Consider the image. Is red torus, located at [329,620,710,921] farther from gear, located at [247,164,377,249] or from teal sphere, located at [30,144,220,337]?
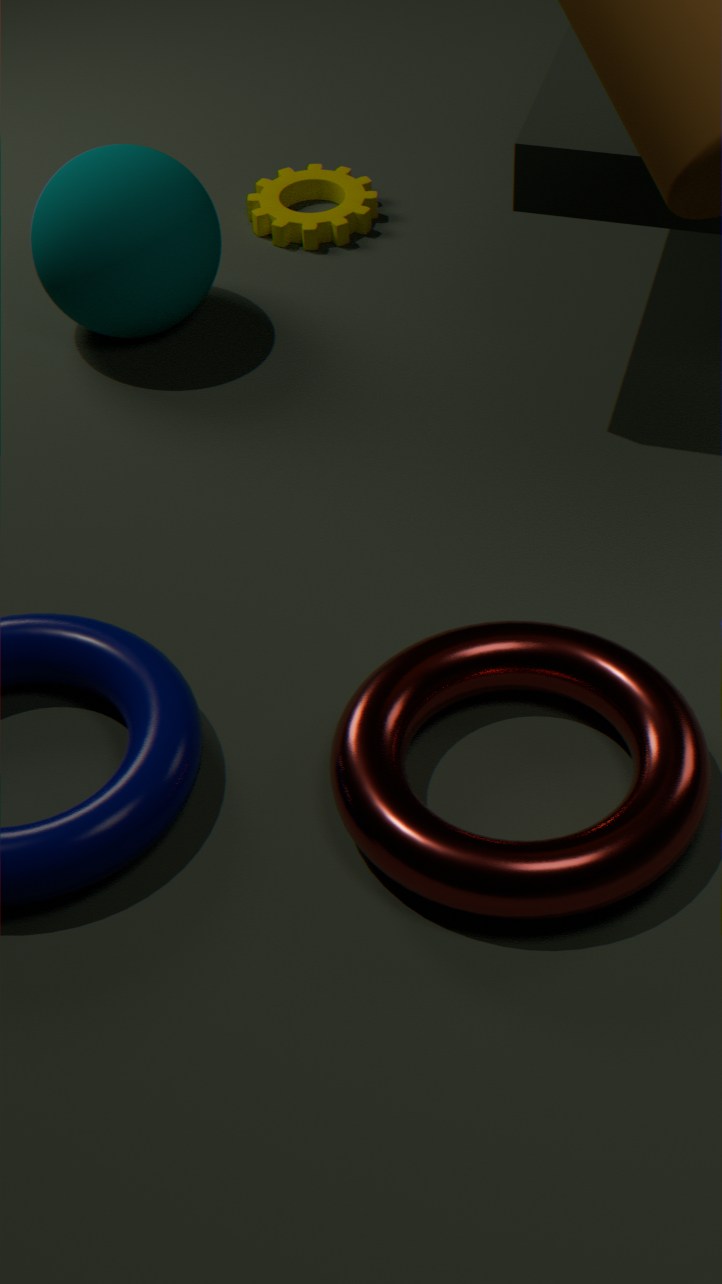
gear, located at [247,164,377,249]
